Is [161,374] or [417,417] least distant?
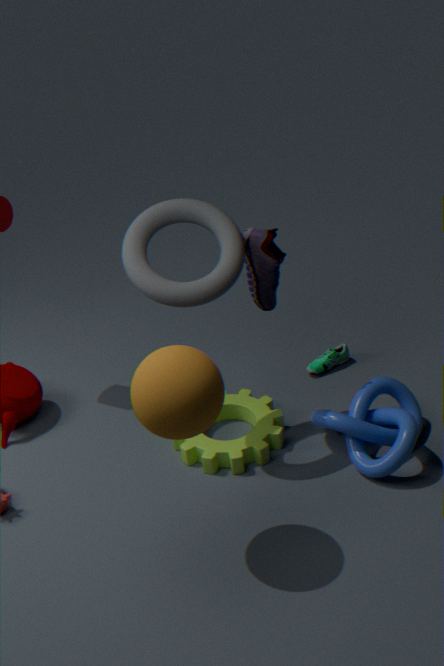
[161,374]
